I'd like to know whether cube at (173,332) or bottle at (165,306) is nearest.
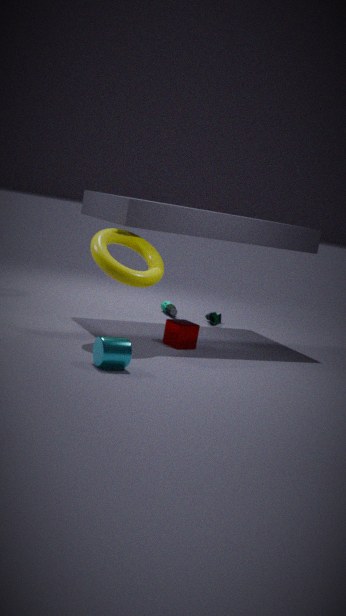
cube at (173,332)
